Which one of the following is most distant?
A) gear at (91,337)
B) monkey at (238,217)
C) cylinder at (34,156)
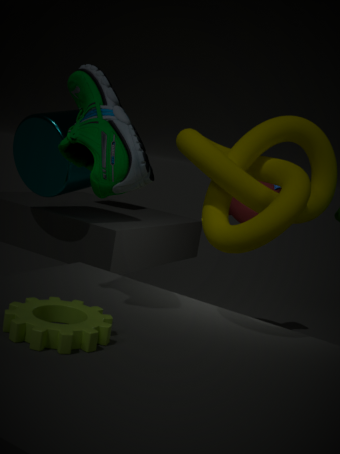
B. monkey at (238,217)
